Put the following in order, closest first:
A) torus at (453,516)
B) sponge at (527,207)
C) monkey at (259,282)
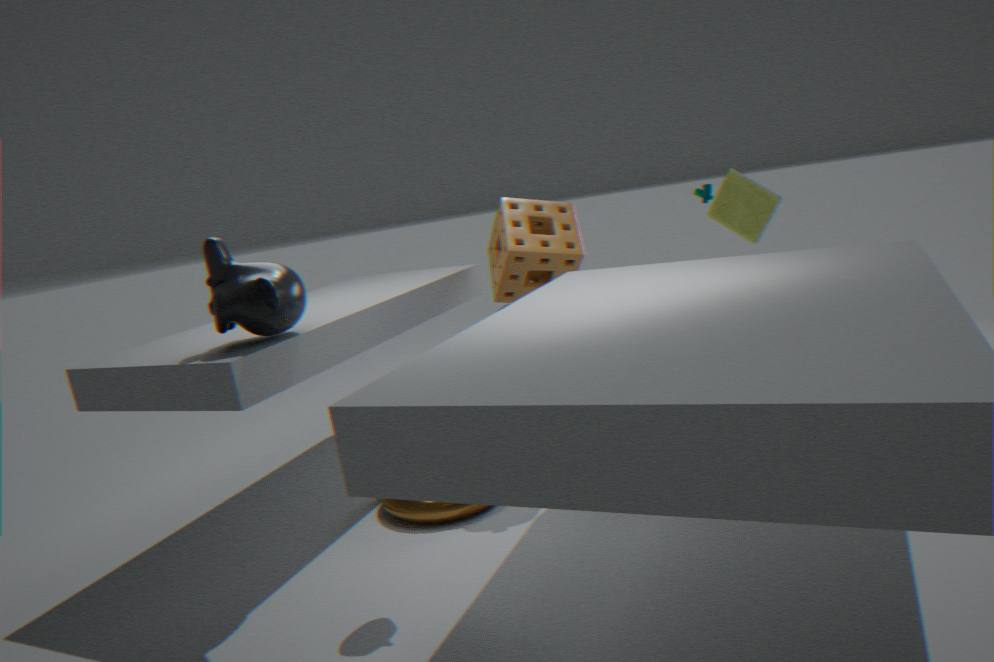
monkey at (259,282) < torus at (453,516) < sponge at (527,207)
